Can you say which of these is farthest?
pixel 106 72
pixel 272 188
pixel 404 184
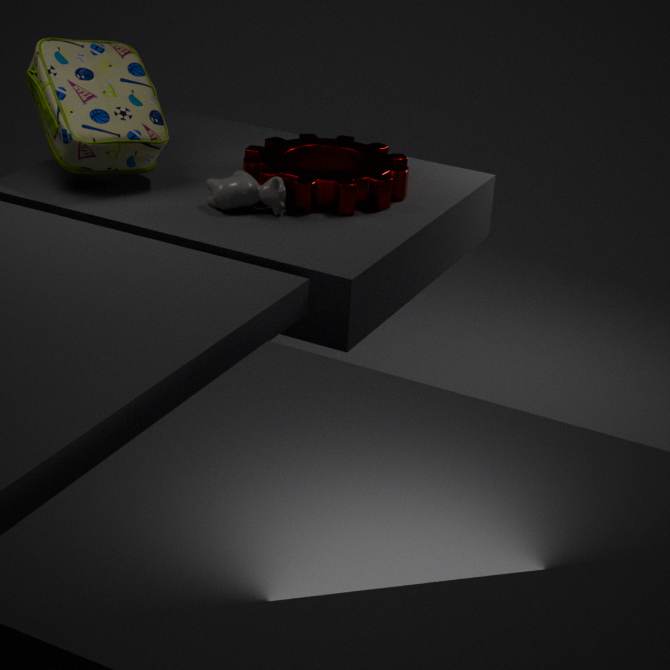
pixel 404 184
